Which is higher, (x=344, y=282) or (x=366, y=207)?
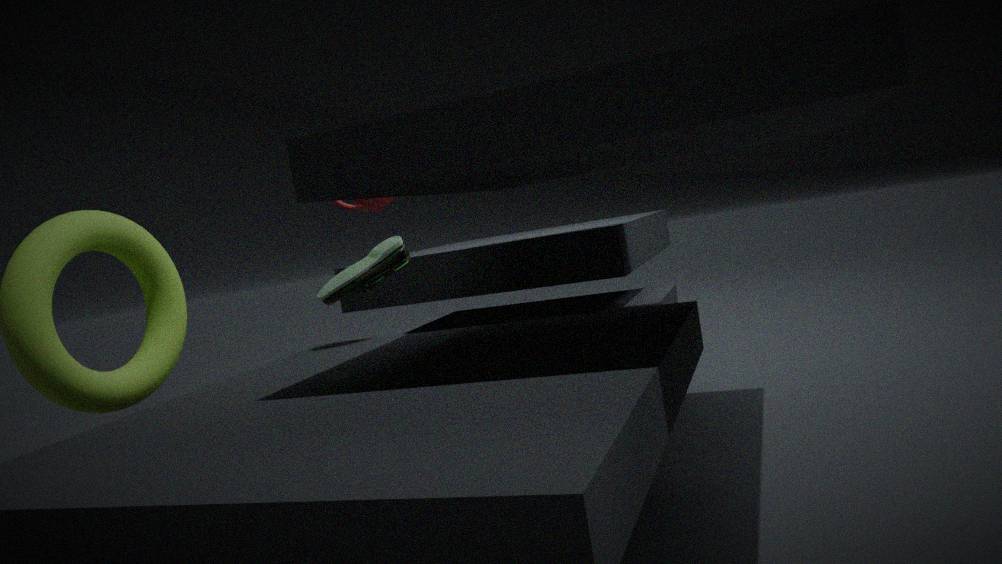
(x=366, y=207)
